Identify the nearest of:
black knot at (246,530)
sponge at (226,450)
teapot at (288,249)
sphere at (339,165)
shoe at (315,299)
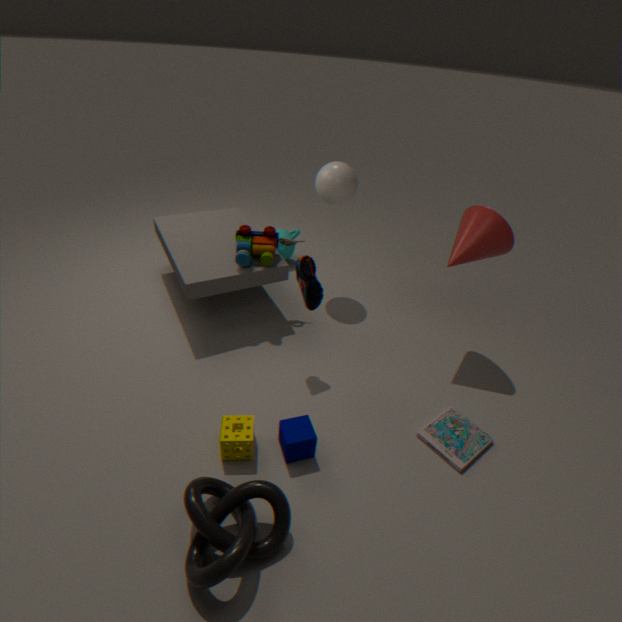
black knot at (246,530)
